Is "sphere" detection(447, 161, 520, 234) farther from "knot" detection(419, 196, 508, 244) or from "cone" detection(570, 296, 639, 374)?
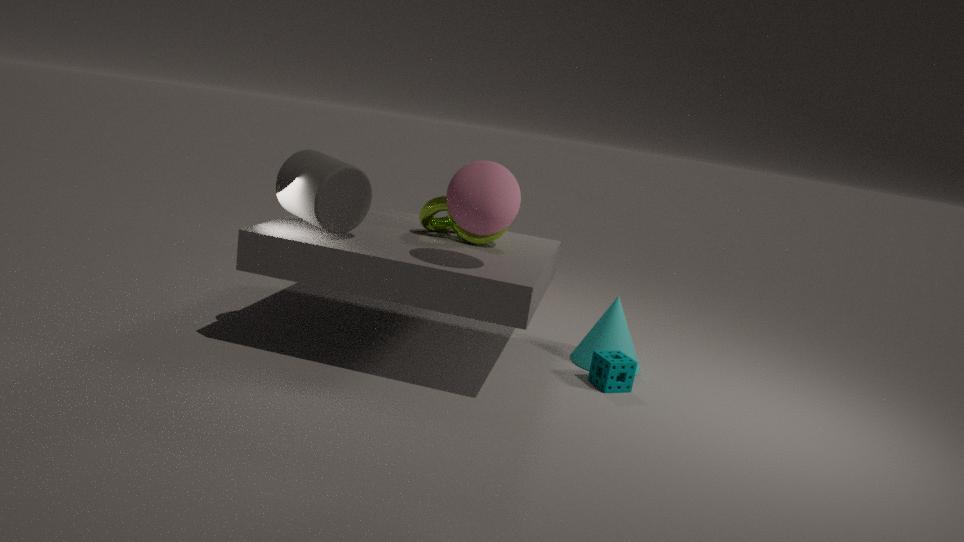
"cone" detection(570, 296, 639, 374)
